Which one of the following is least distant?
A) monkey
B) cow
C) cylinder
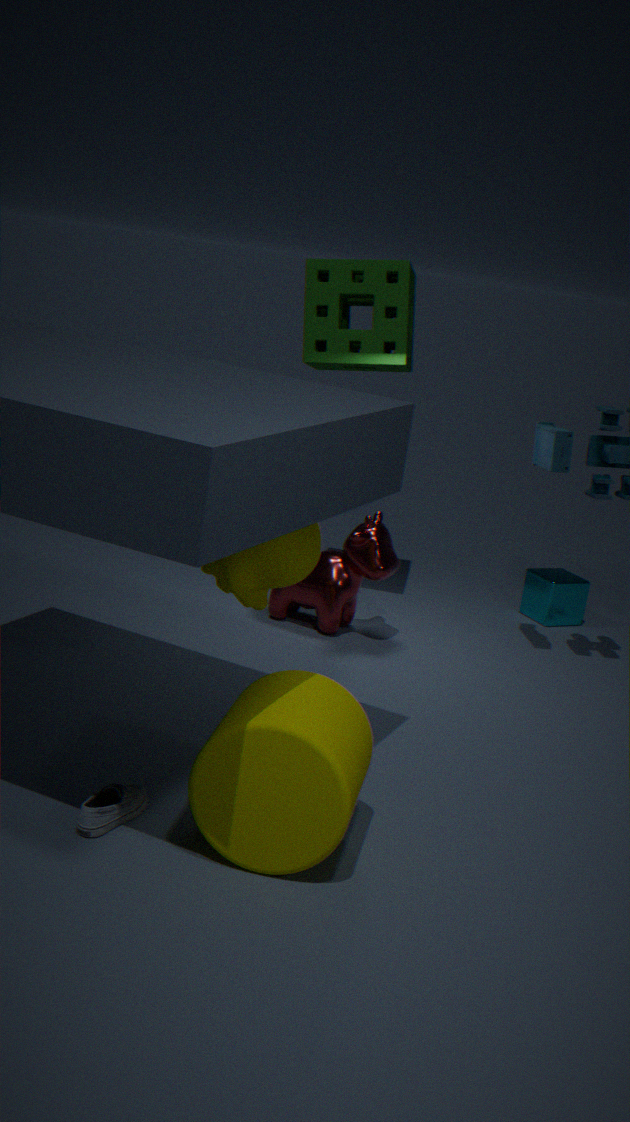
cylinder
